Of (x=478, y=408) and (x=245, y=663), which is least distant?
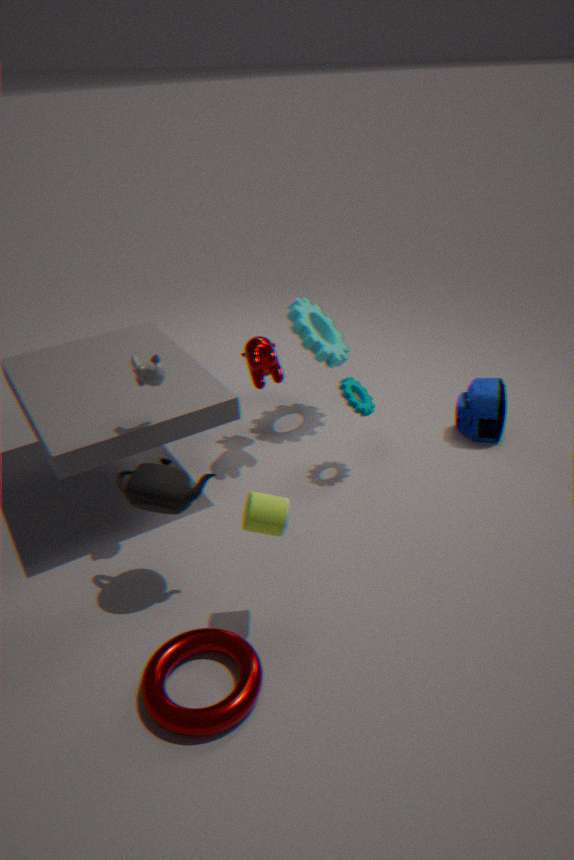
(x=245, y=663)
